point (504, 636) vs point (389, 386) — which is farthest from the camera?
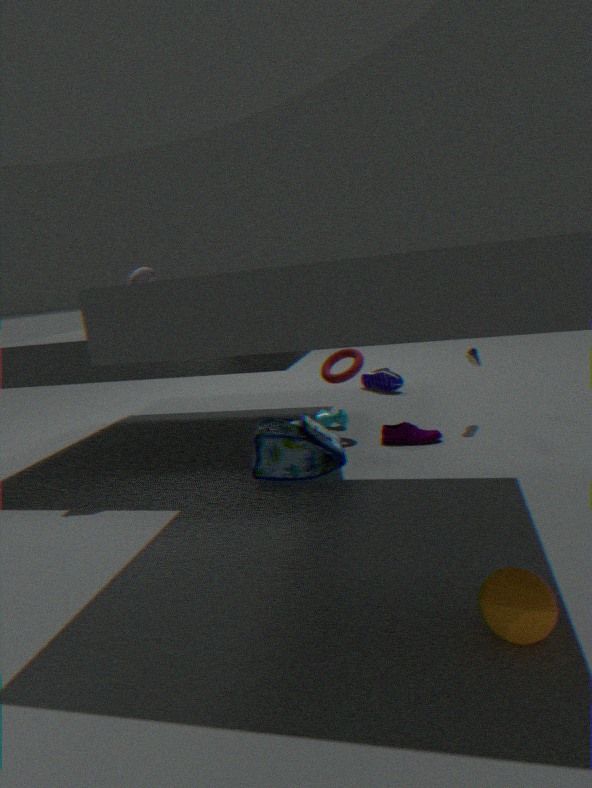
point (389, 386)
